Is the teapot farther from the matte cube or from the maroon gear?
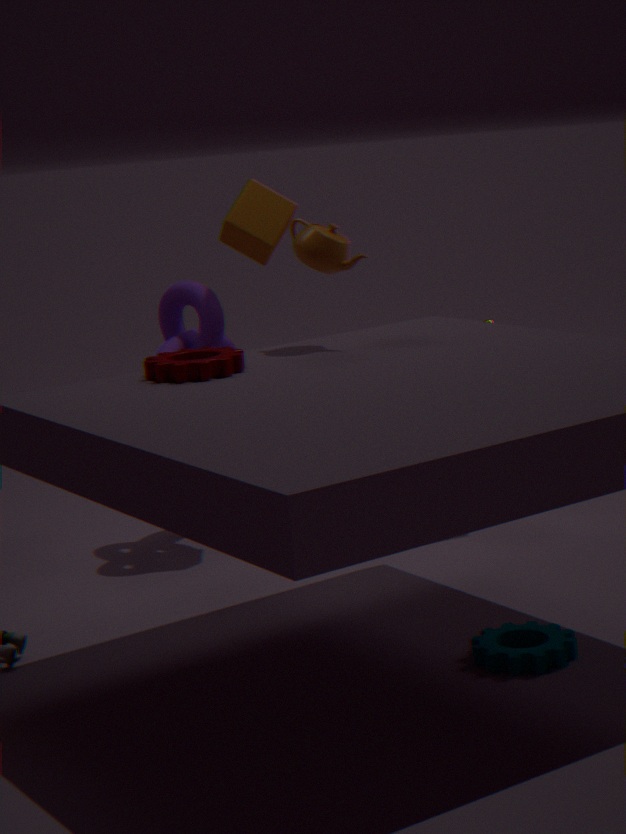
the matte cube
